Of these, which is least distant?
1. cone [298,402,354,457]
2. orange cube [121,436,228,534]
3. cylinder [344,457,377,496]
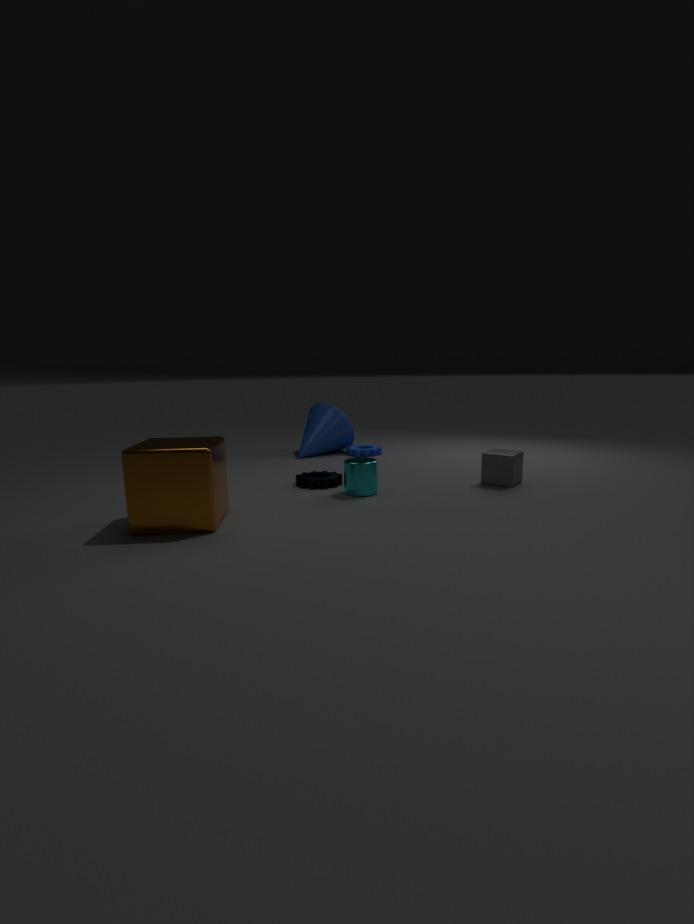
orange cube [121,436,228,534]
